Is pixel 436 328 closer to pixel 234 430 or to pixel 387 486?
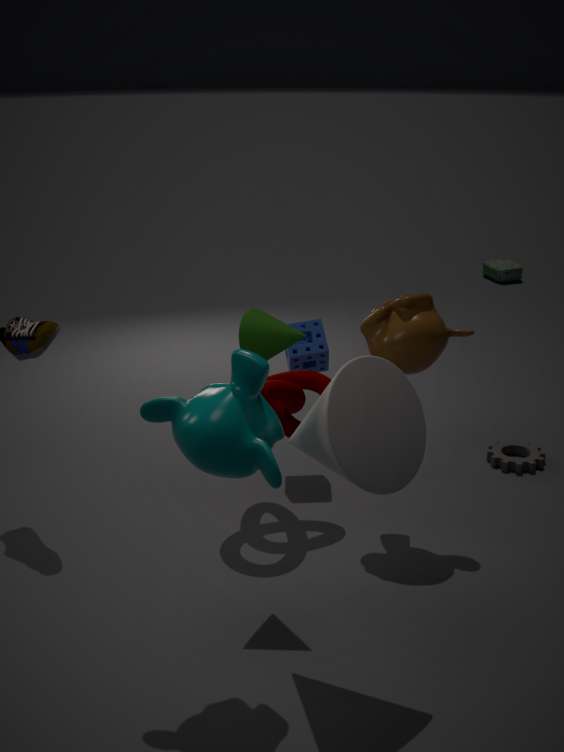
pixel 387 486
